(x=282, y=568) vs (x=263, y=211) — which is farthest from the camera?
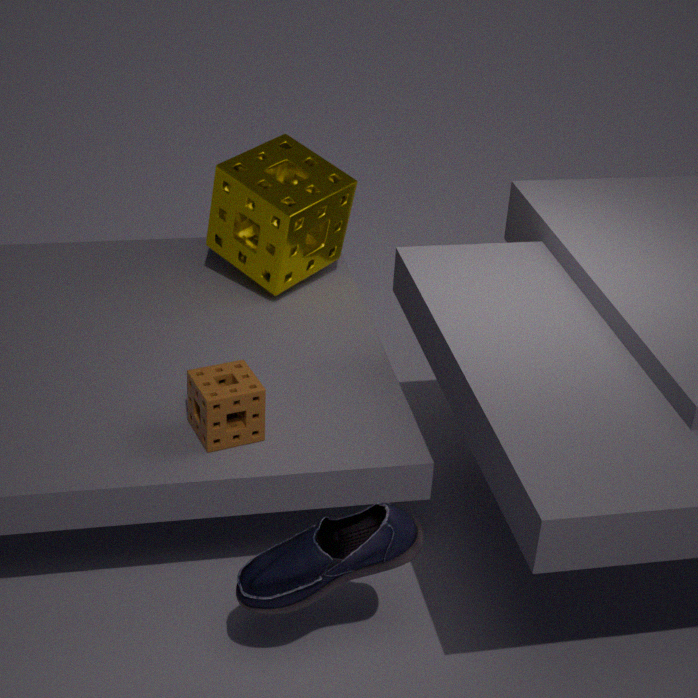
(x=263, y=211)
